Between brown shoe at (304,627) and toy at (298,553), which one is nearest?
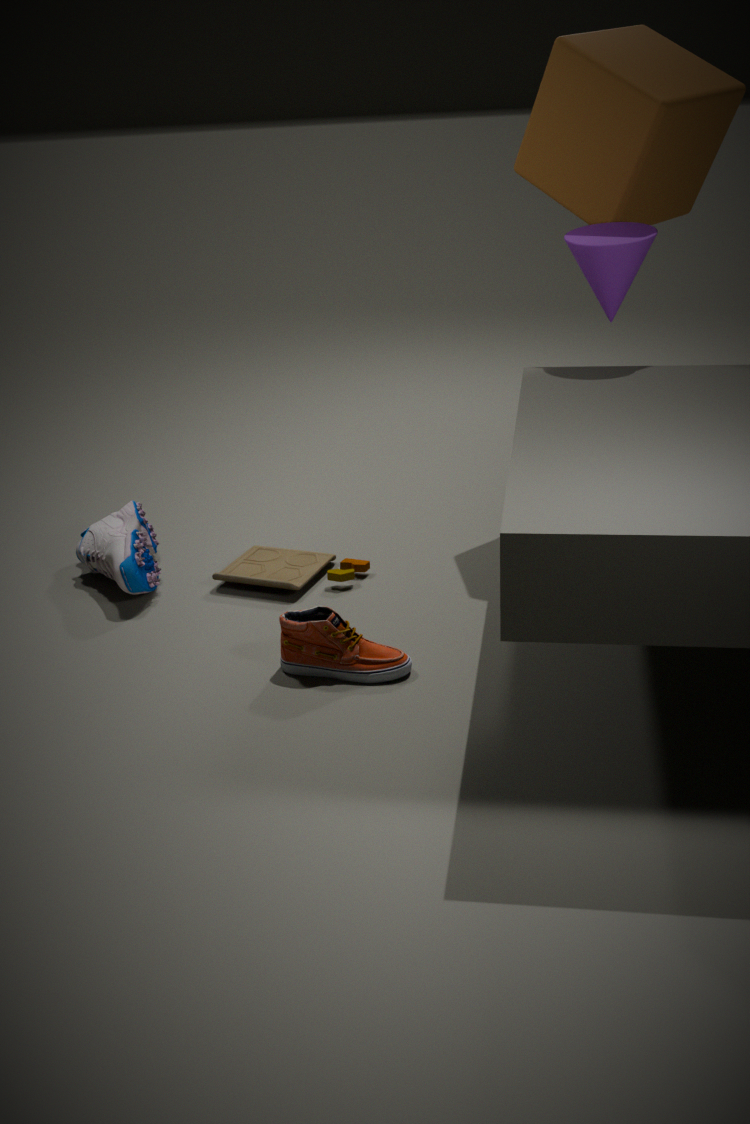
brown shoe at (304,627)
